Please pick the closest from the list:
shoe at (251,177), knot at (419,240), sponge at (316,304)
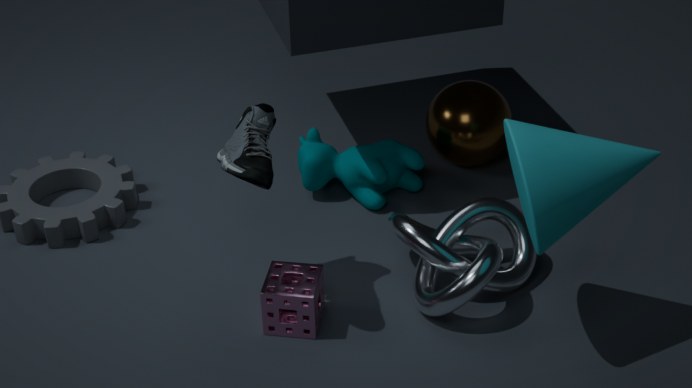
shoe at (251,177)
